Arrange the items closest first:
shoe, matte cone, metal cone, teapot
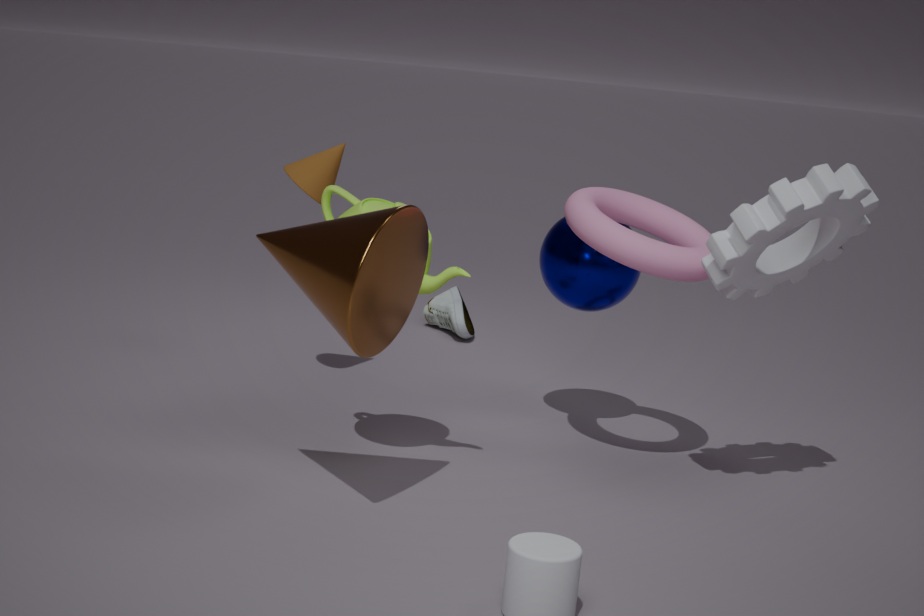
metal cone
teapot
matte cone
shoe
